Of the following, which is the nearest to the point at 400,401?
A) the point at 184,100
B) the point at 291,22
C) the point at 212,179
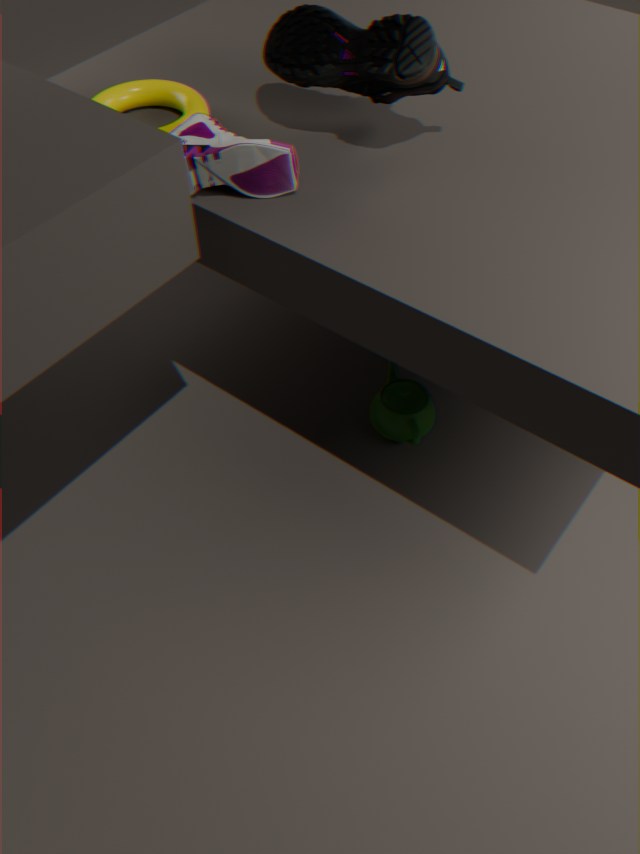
the point at 212,179
